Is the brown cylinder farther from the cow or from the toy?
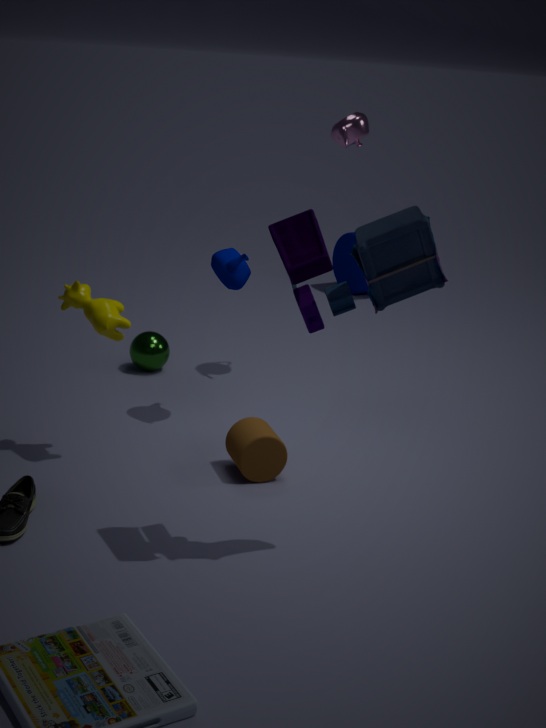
the toy
